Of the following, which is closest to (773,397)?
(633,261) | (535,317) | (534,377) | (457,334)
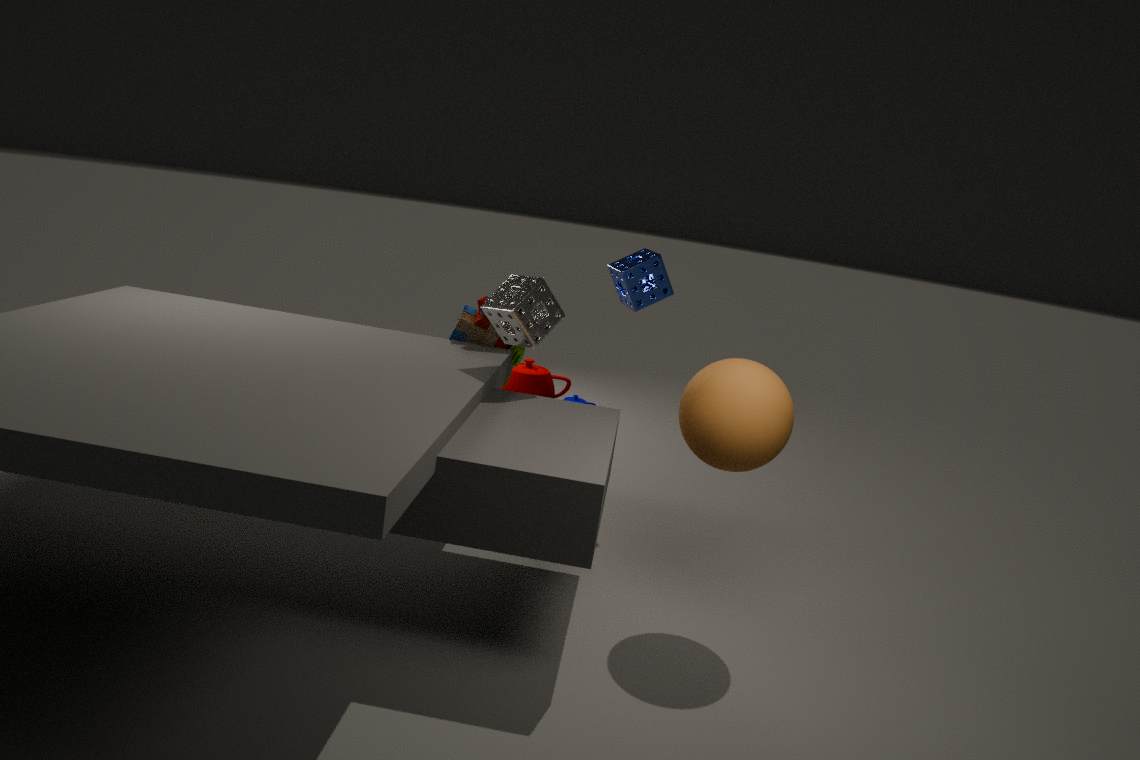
(535,317)
